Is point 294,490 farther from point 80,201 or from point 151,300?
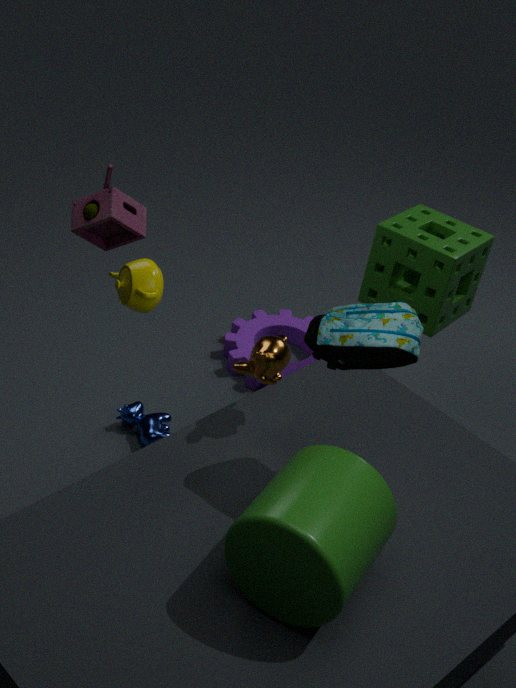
point 80,201
